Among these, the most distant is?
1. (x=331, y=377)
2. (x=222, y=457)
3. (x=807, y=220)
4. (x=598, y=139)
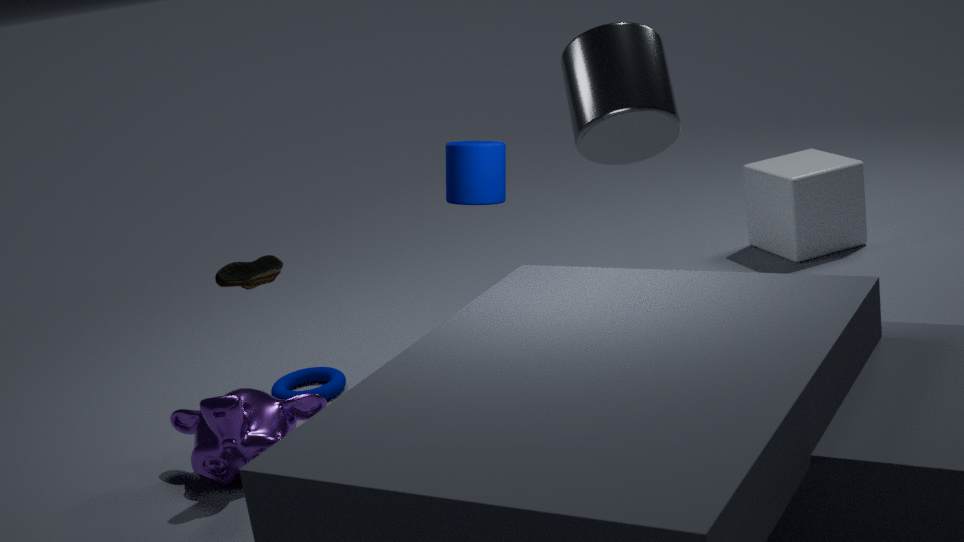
(x=807, y=220)
